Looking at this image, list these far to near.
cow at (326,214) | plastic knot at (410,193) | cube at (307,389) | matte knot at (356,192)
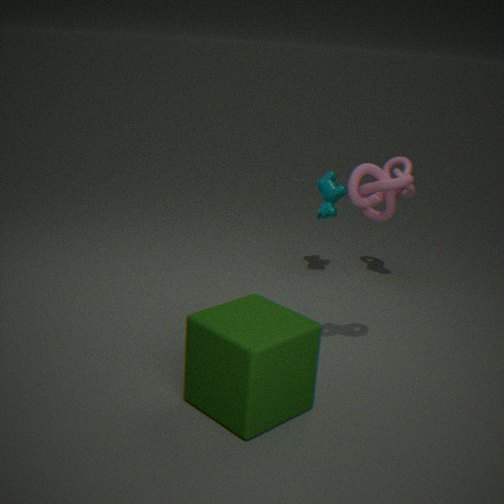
cow at (326,214)
plastic knot at (410,193)
matte knot at (356,192)
cube at (307,389)
